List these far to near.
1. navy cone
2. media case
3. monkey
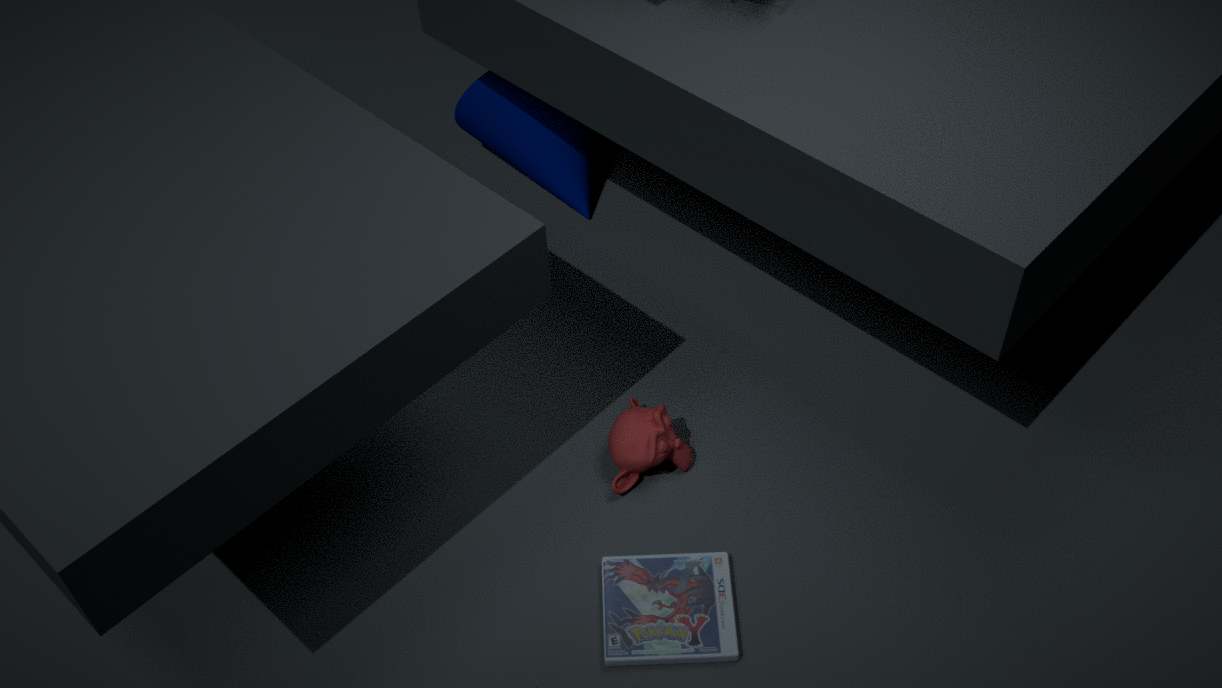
navy cone, monkey, media case
